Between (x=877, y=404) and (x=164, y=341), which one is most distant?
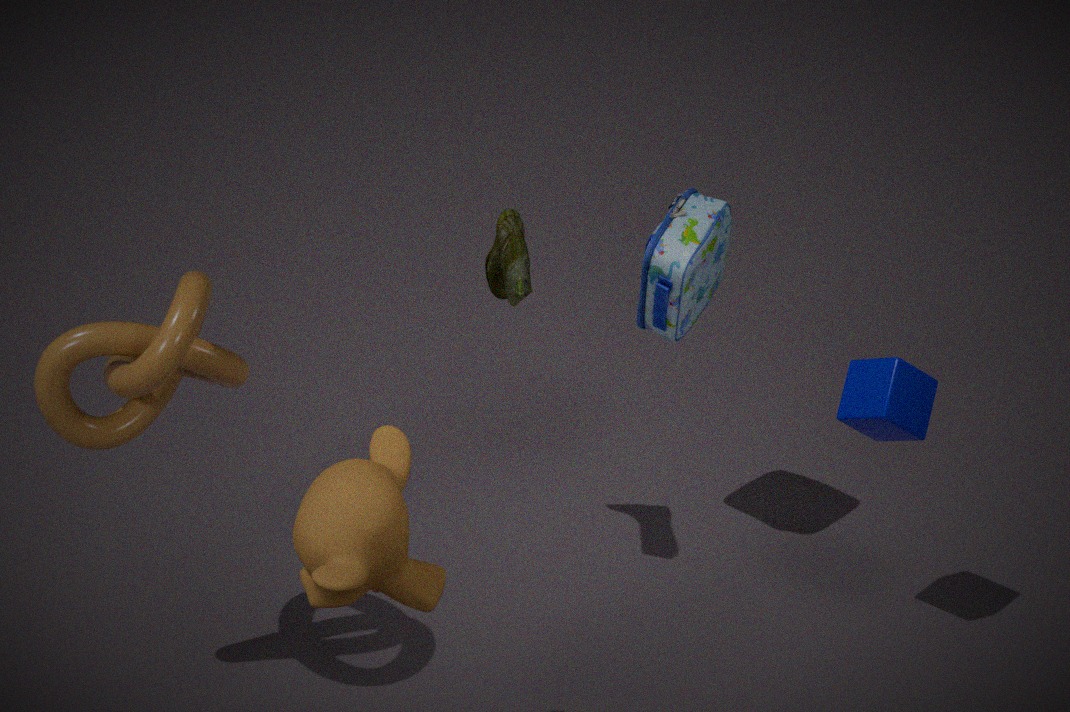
(x=877, y=404)
